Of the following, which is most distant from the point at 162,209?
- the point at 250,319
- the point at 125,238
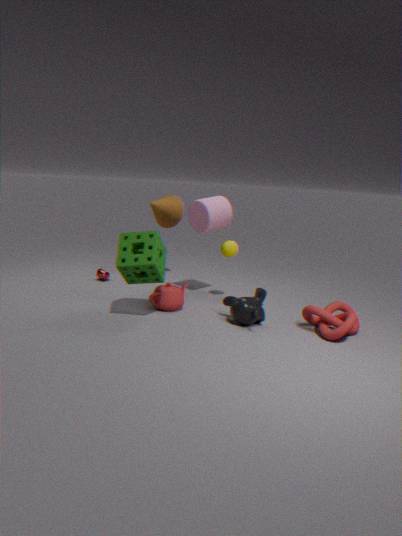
the point at 250,319
